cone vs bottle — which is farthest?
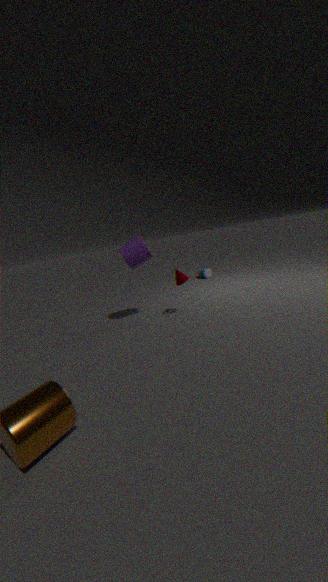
bottle
